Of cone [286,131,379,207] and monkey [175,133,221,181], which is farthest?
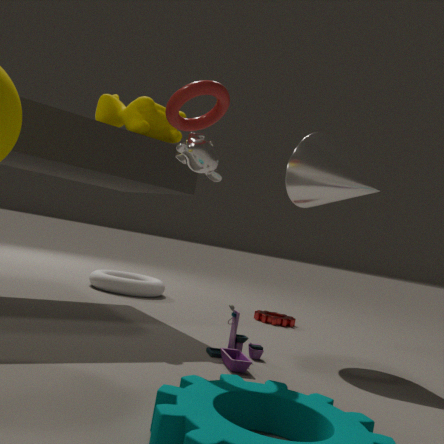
cone [286,131,379,207]
